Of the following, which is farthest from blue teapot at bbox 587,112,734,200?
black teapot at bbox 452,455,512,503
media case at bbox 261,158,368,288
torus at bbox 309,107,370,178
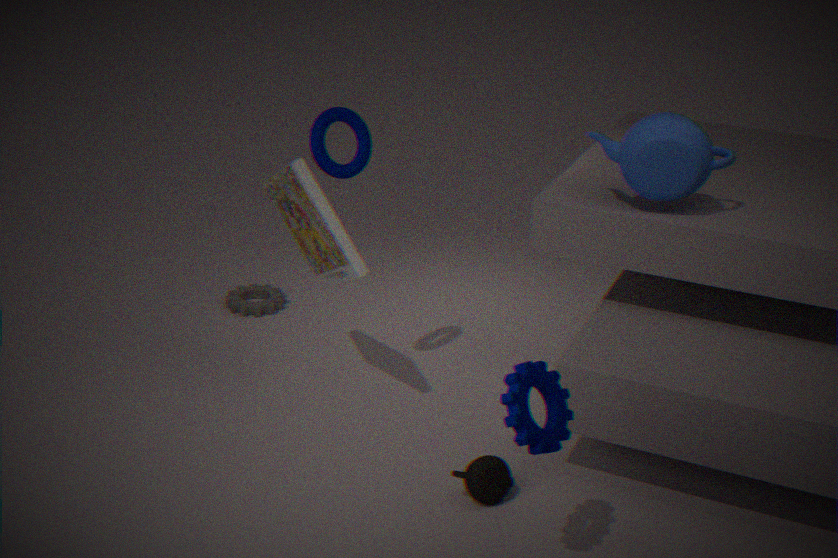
black teapot at bbox 452,455,512,503
